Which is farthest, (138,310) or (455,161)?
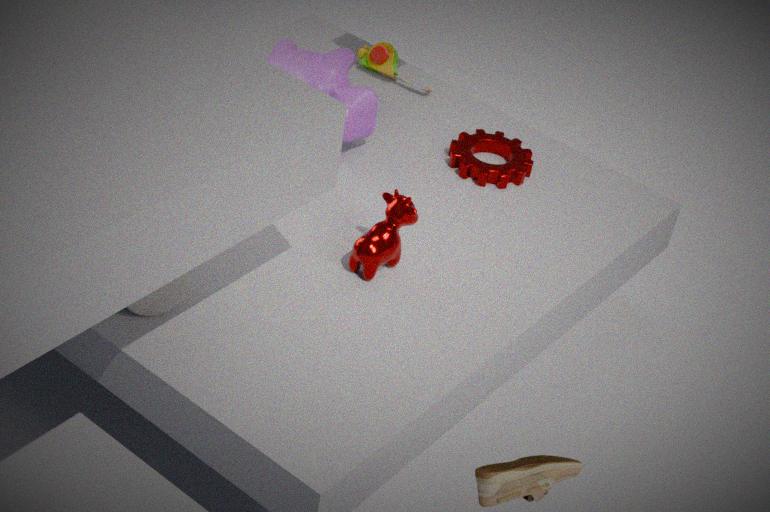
(455,161)
